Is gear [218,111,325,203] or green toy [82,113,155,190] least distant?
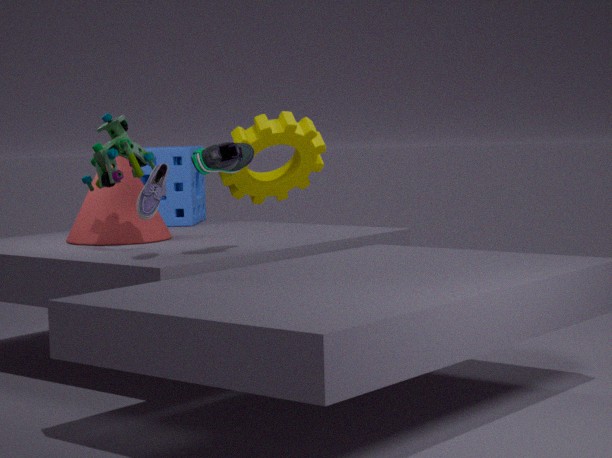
green toy [82,113,155,190]
